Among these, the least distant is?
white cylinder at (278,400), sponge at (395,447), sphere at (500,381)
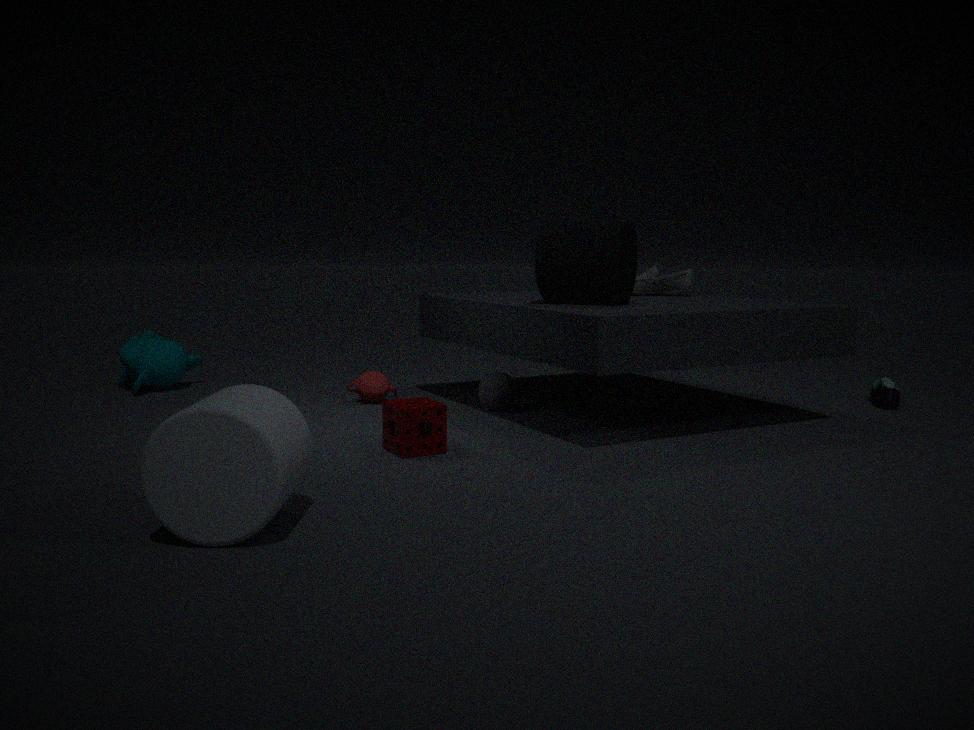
white cylinder at (278,400)
